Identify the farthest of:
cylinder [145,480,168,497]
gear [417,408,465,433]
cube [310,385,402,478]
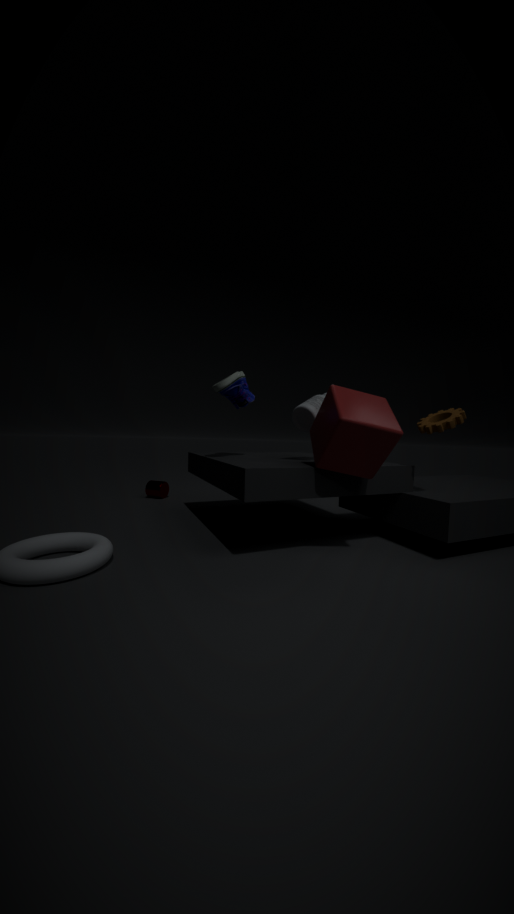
cylinder [145,480,168,497]
